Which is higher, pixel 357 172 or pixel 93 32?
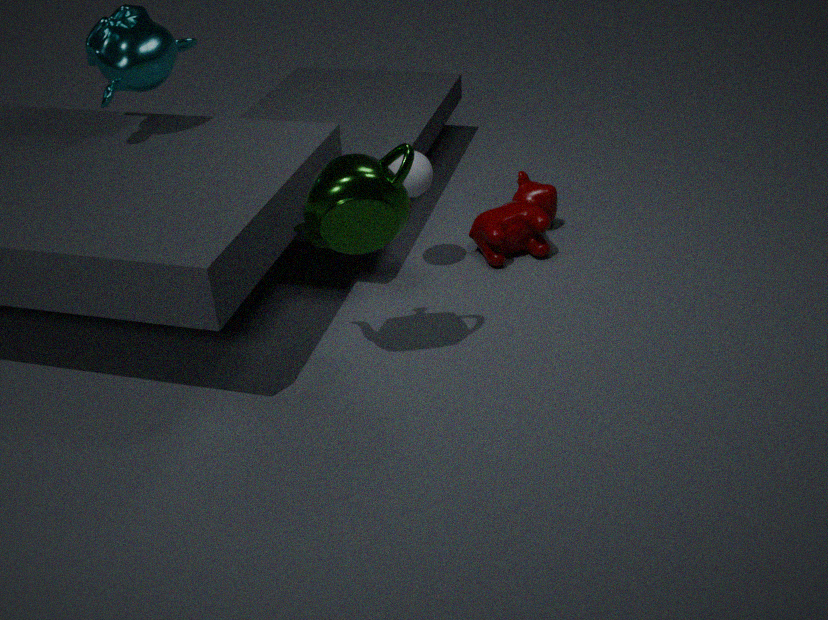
pixel 93 32
